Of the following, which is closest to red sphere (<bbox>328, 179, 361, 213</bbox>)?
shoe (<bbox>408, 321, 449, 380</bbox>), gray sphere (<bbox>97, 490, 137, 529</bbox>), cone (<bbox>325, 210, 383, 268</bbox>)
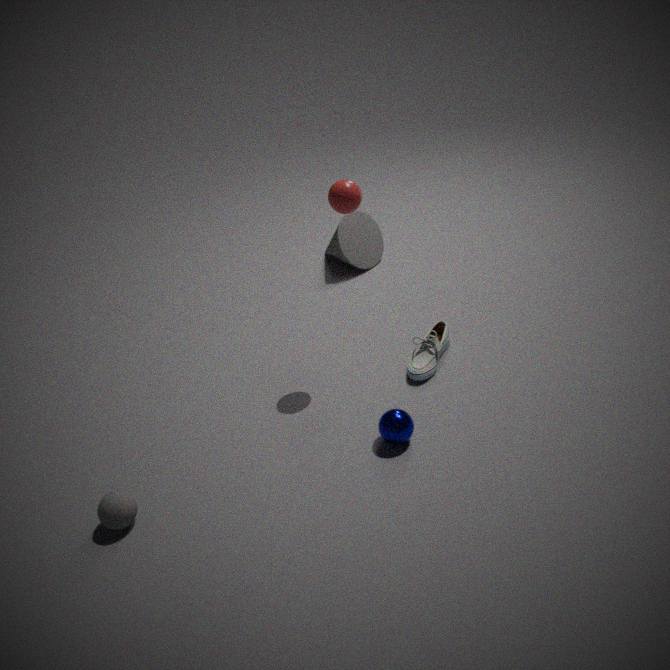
shoe (<bbox>408, 321, 449, 380</bbox>)
